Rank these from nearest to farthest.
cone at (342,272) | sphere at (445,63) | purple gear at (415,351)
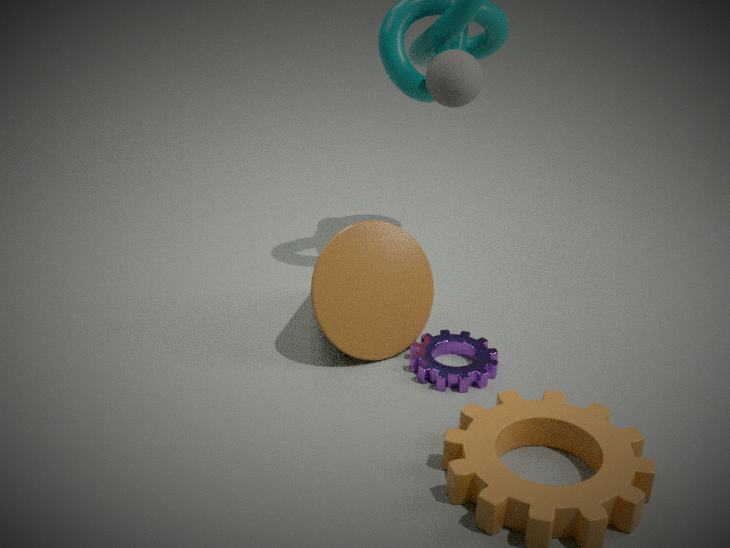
purple gear at (415,351) → cone at (342,272) → sphere at (445,63)
